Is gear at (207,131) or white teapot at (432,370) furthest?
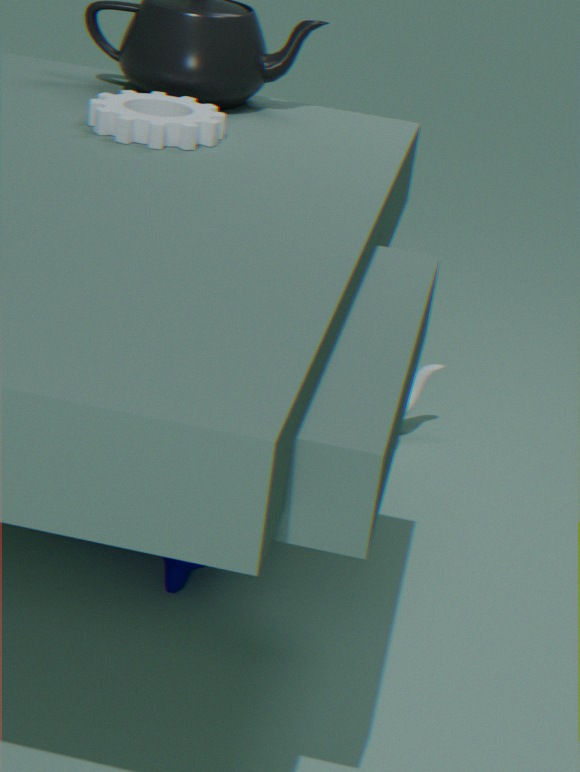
white teapot at (432,370)
